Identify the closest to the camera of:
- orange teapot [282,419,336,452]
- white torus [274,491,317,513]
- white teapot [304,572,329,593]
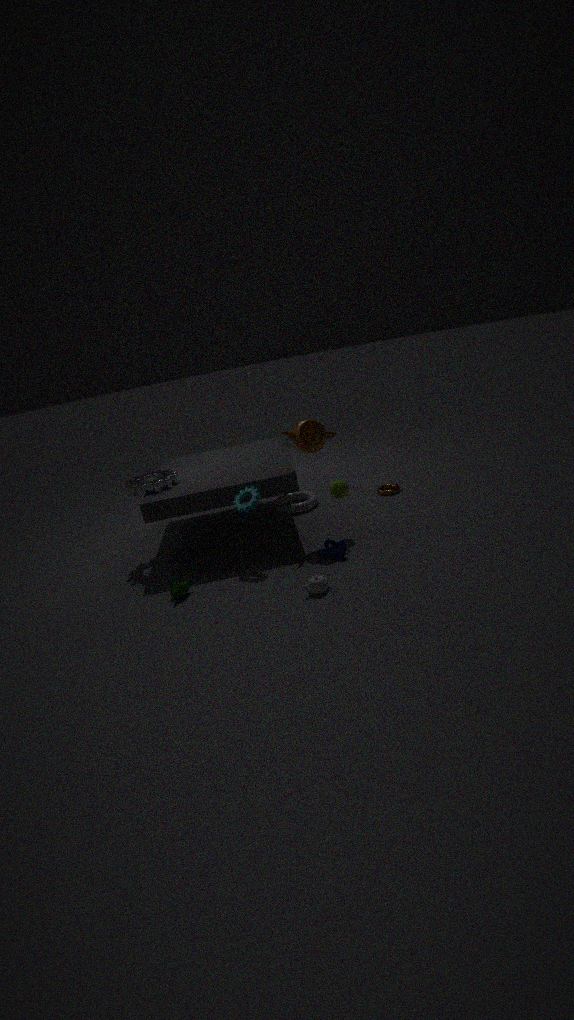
white teapot [304,572,329,593]
